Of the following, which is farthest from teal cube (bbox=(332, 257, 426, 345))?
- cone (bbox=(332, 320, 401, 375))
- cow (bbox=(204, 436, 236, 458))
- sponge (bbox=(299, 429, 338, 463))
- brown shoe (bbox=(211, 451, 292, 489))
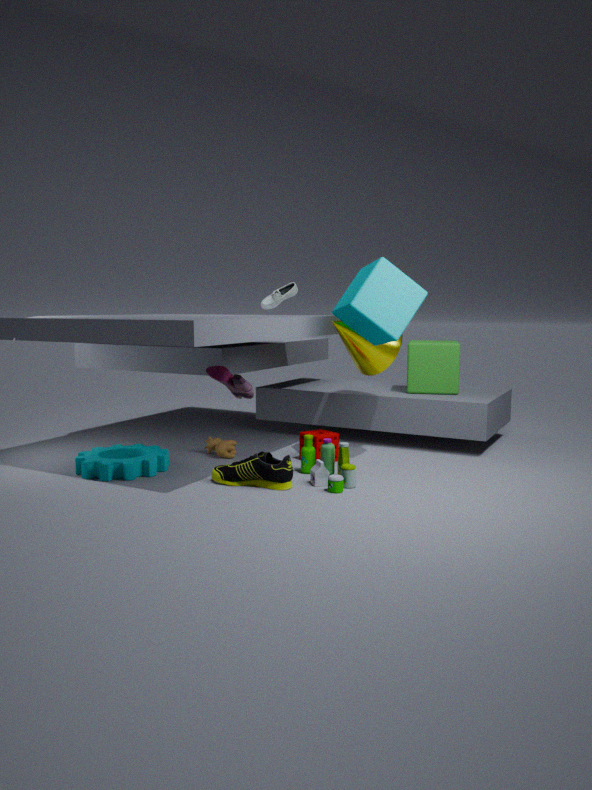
cow (bbox=(204, 436, 236, 458))
